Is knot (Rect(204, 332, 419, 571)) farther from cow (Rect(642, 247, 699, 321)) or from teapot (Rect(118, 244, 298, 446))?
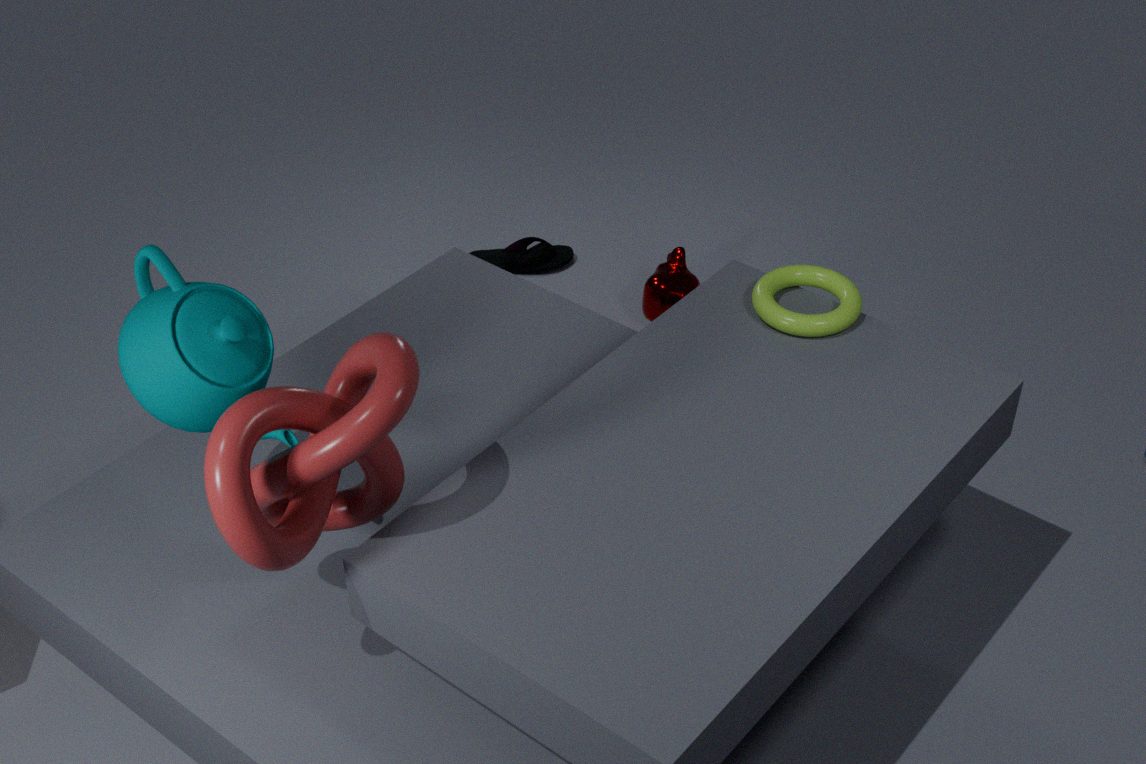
cow (Rect(642, 247, 699, 321))
